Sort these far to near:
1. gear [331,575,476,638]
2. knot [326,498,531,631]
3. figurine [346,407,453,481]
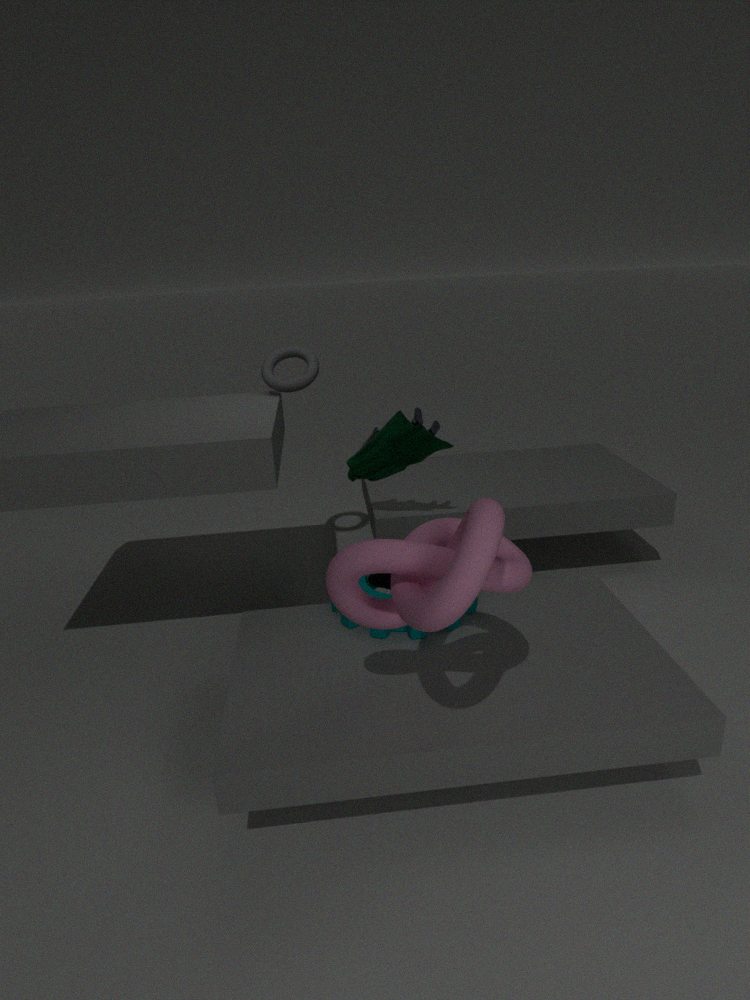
figurine [346,407,453,481], gear [331,575,476,638], knot [326,498,531,631]
